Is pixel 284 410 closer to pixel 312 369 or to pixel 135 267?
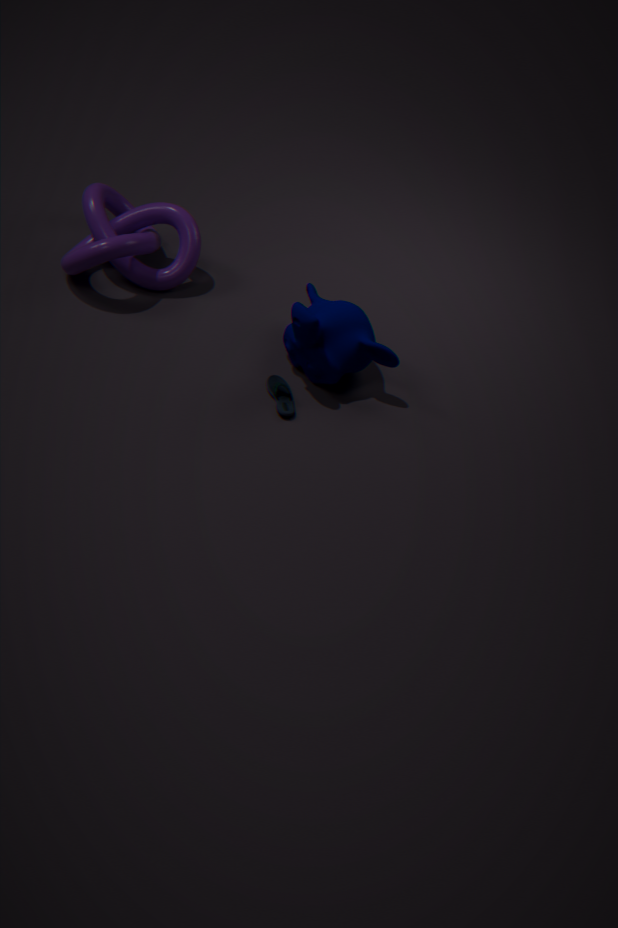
pixel 312 369
